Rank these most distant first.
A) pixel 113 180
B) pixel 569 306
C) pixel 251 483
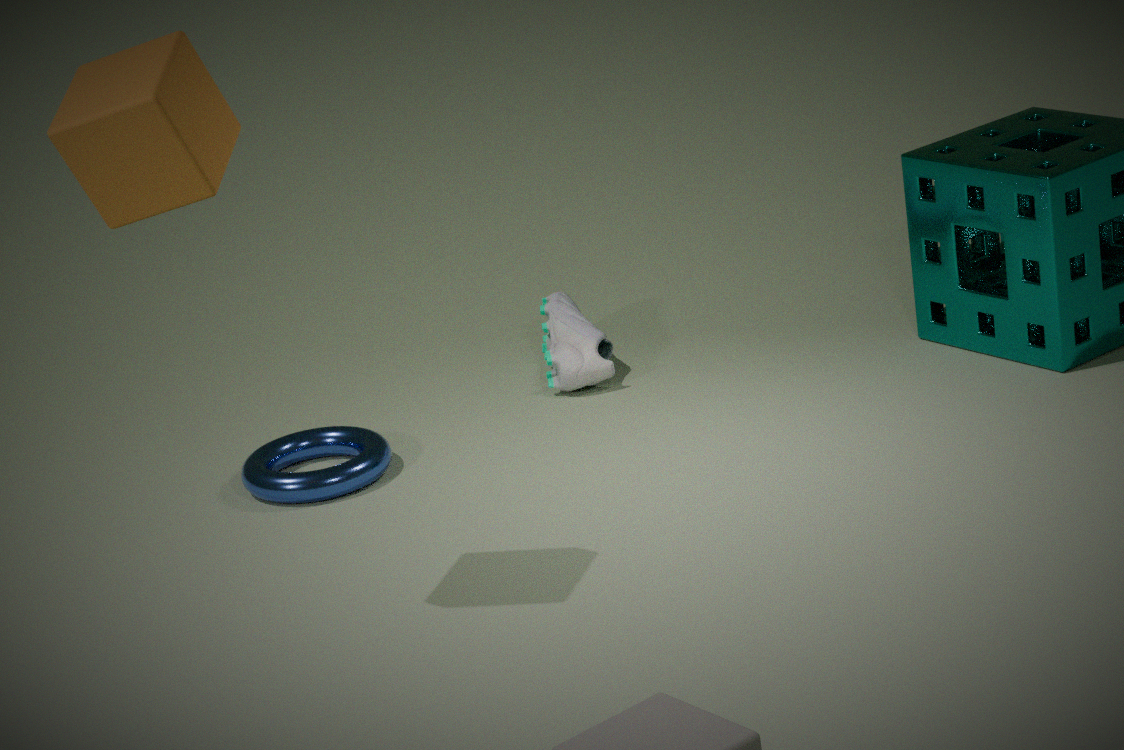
pixel 569 306 → pixel 251 483 → pixel 113 180
